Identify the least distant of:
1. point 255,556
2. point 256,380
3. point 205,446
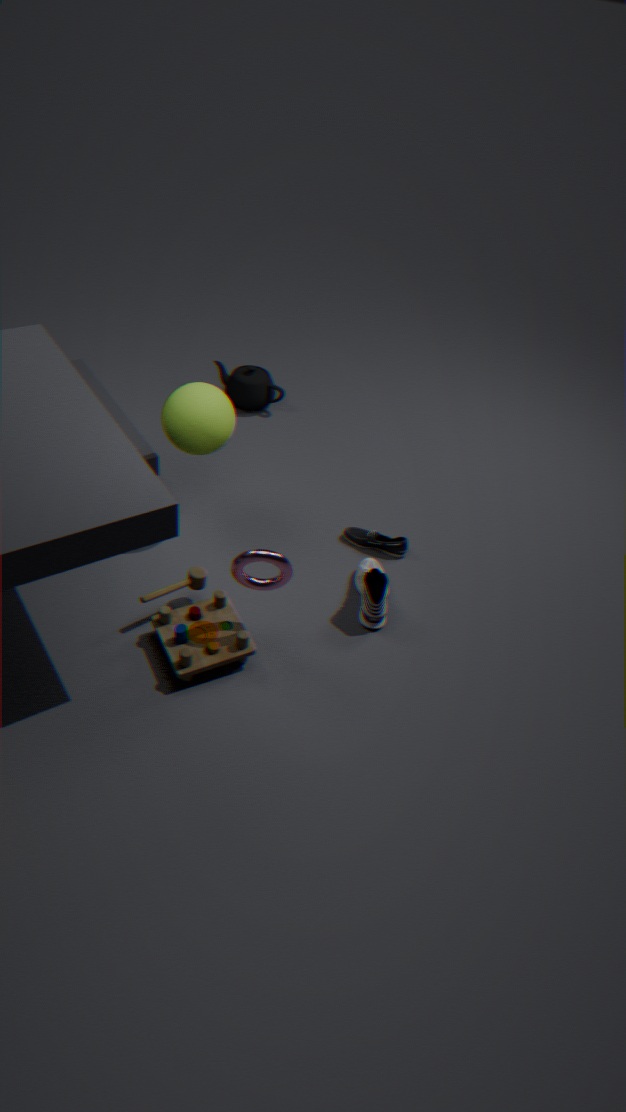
point 255,556
